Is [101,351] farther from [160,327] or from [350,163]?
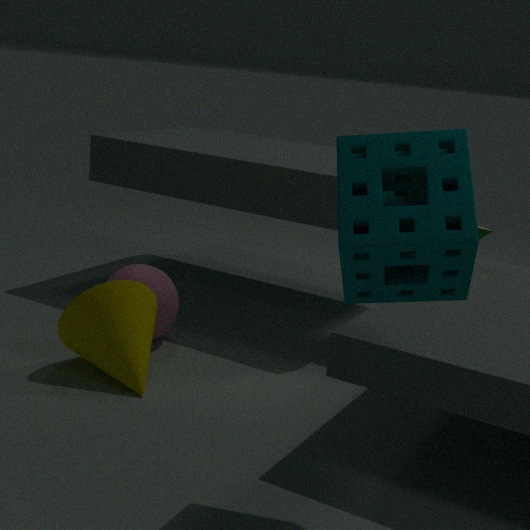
[350,163]
